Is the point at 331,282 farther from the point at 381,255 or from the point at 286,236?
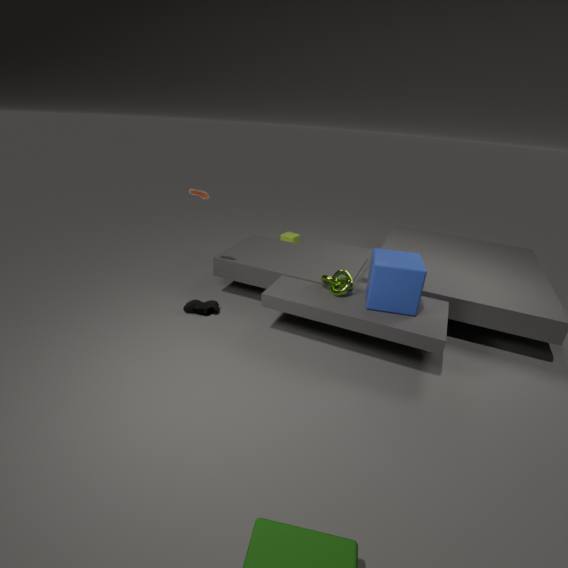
the point at 286,236
